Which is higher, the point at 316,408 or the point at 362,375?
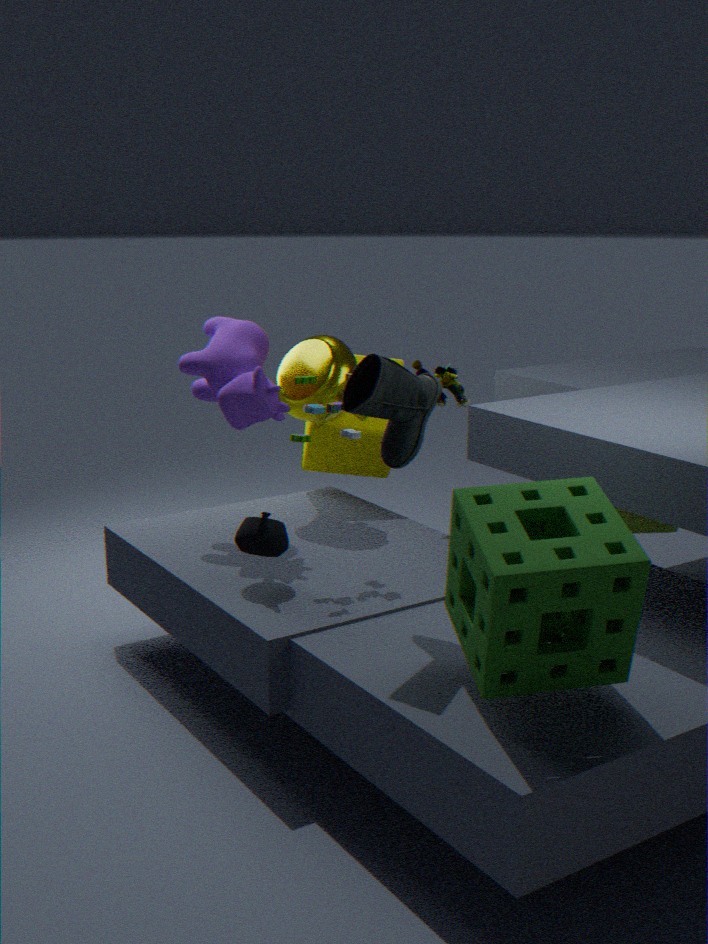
the point at 362,375
